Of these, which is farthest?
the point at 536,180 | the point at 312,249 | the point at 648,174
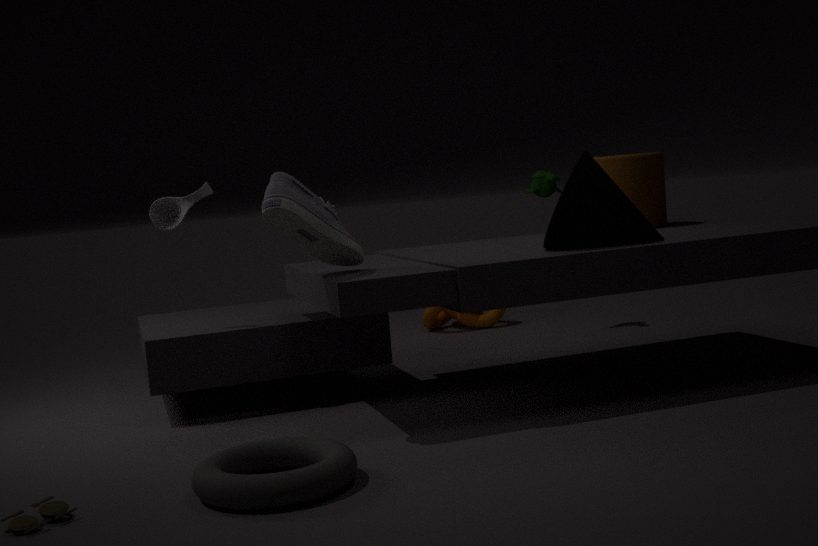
the point at 536,180
